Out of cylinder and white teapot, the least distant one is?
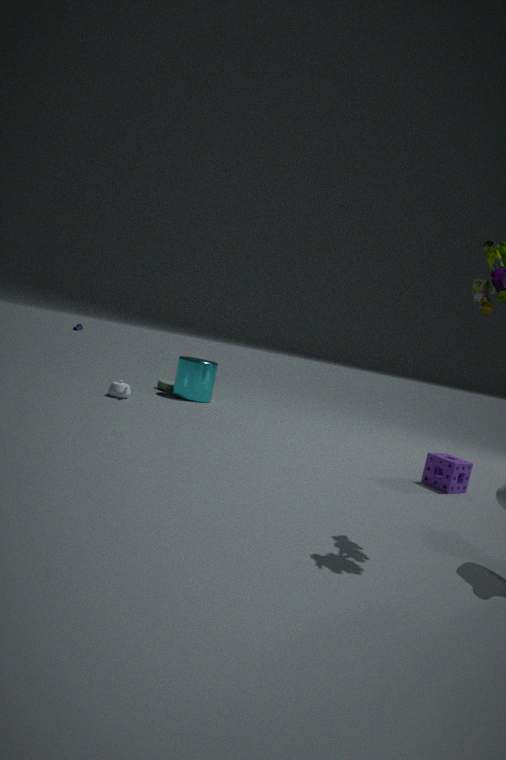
white teapot
